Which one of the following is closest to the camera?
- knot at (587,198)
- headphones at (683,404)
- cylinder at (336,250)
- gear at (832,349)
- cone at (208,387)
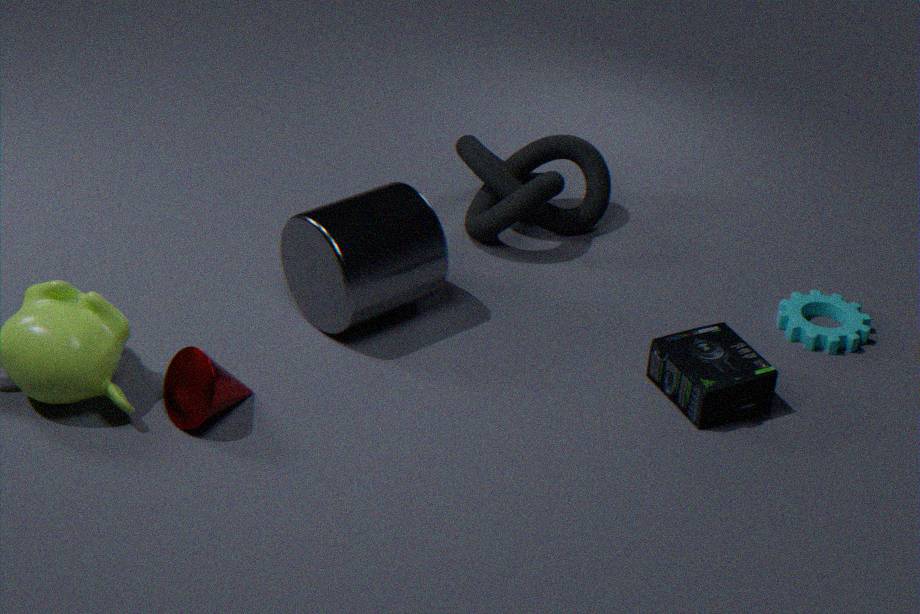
cone at (208,387)
